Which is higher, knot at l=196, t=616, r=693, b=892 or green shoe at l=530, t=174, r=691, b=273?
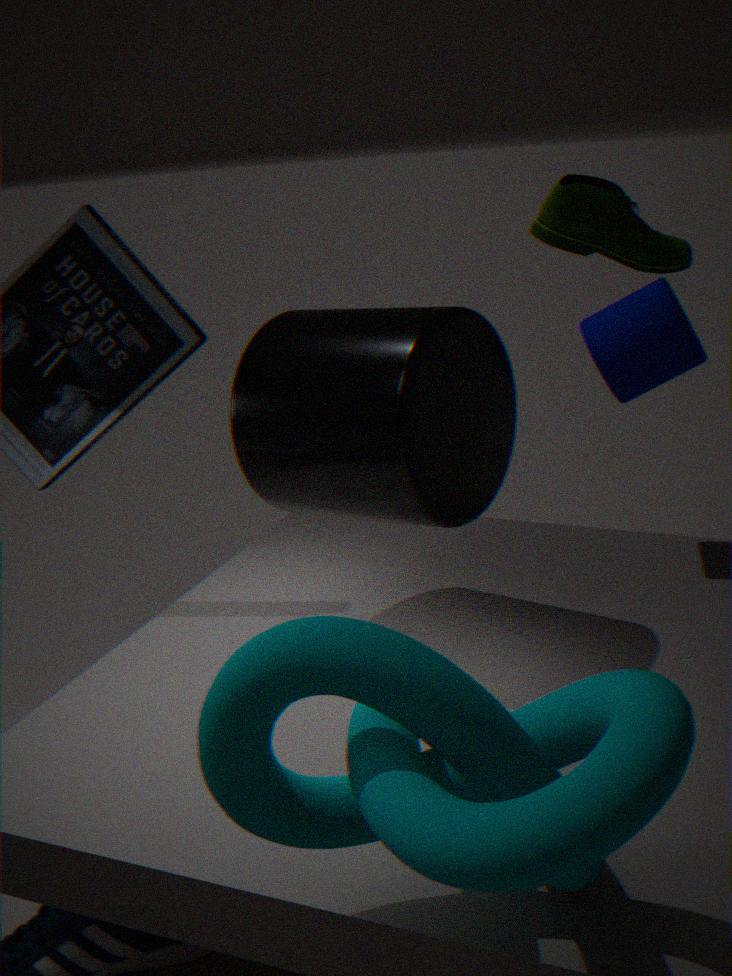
green shoe at l=530, t=174, r=691, b=273
